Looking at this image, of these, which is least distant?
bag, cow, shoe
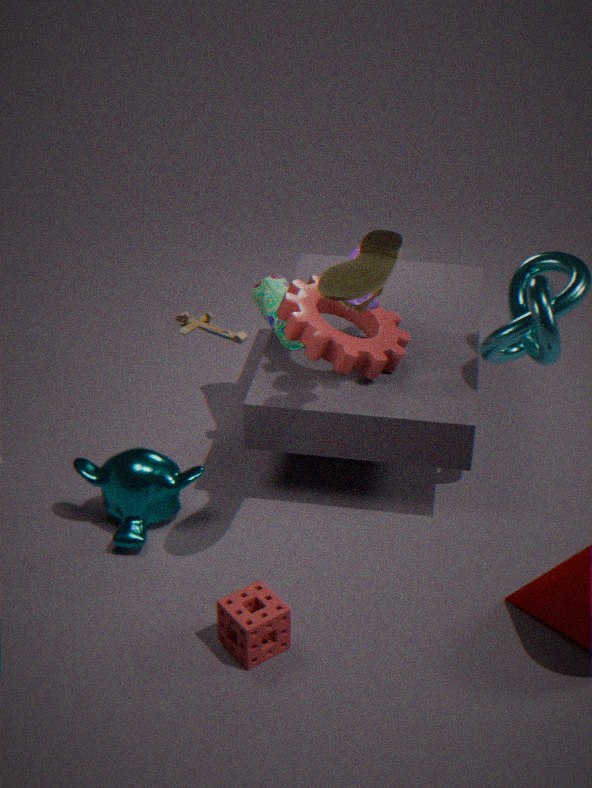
shoe
